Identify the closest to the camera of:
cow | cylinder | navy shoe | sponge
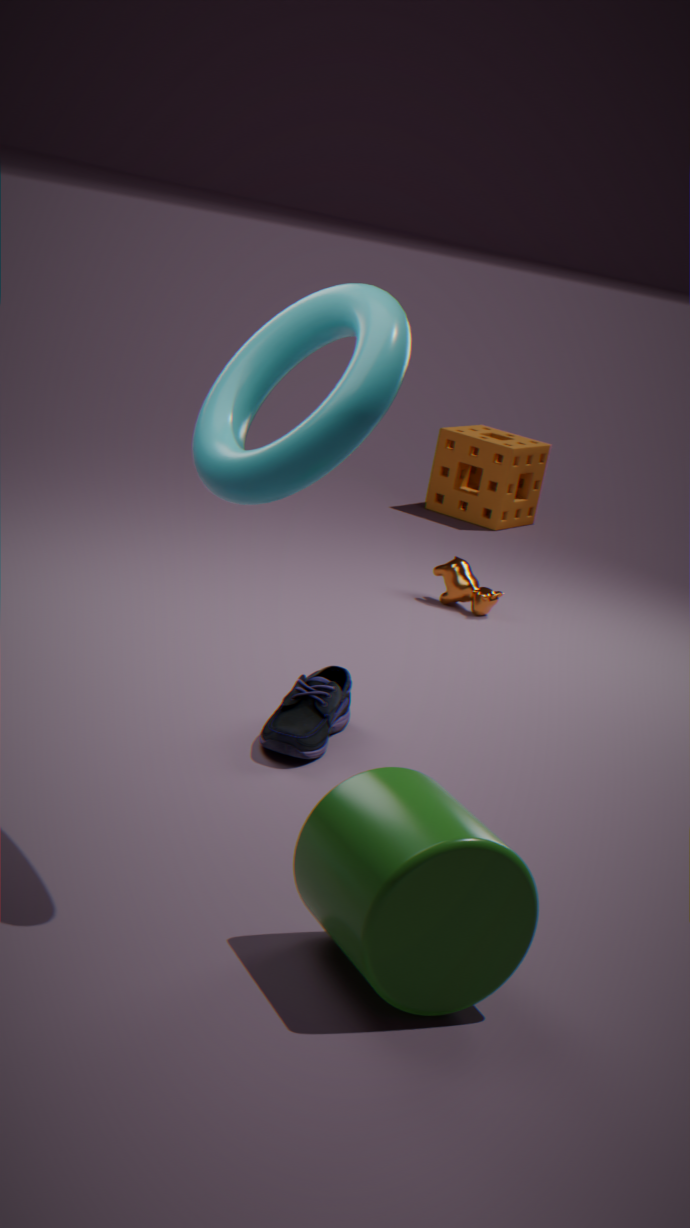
cylinder
